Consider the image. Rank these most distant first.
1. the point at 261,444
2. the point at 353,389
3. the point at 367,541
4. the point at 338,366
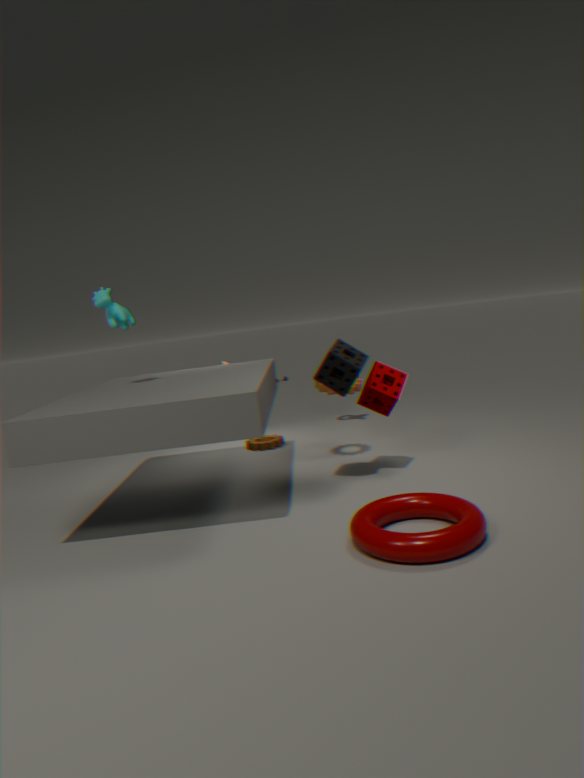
the point at 261,444 < the point at 353,389 < the point at 338,366 < the point at 367,541
